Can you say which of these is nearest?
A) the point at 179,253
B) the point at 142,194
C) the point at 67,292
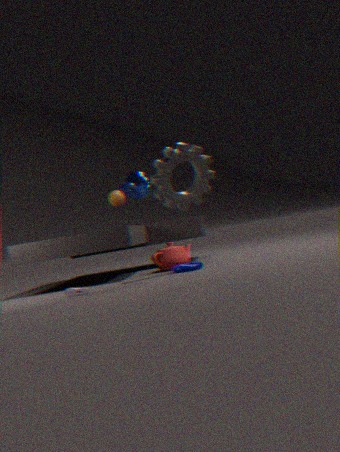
the point at 67,292
